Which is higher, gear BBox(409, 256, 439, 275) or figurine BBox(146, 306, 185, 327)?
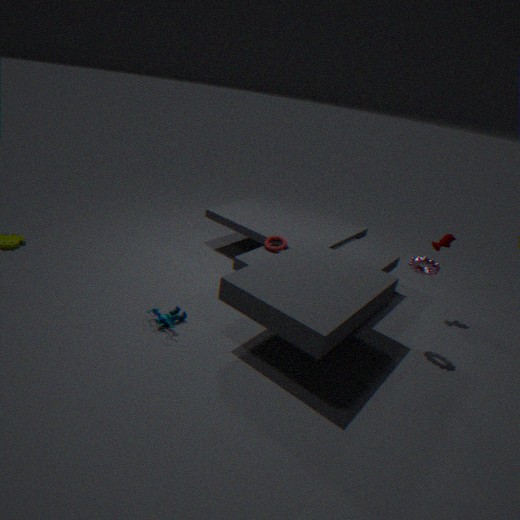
gear BBox(409, 256, 439, 275)
